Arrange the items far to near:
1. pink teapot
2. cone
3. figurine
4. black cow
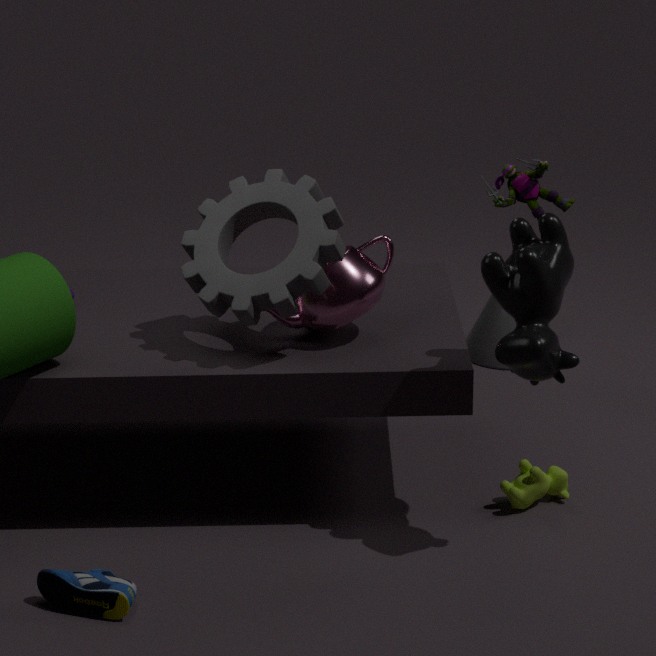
cone
figurine
pink teapot
black cow
